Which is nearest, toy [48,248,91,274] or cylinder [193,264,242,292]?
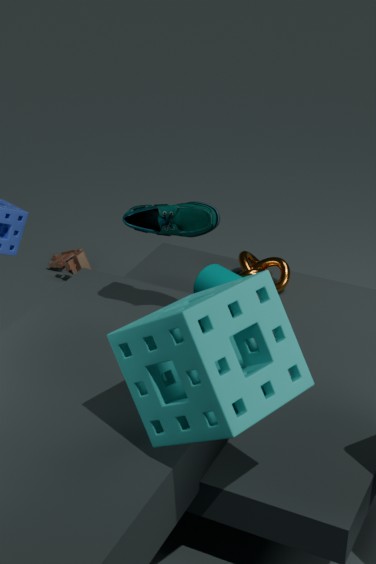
cylinder [193,264,242,292]
